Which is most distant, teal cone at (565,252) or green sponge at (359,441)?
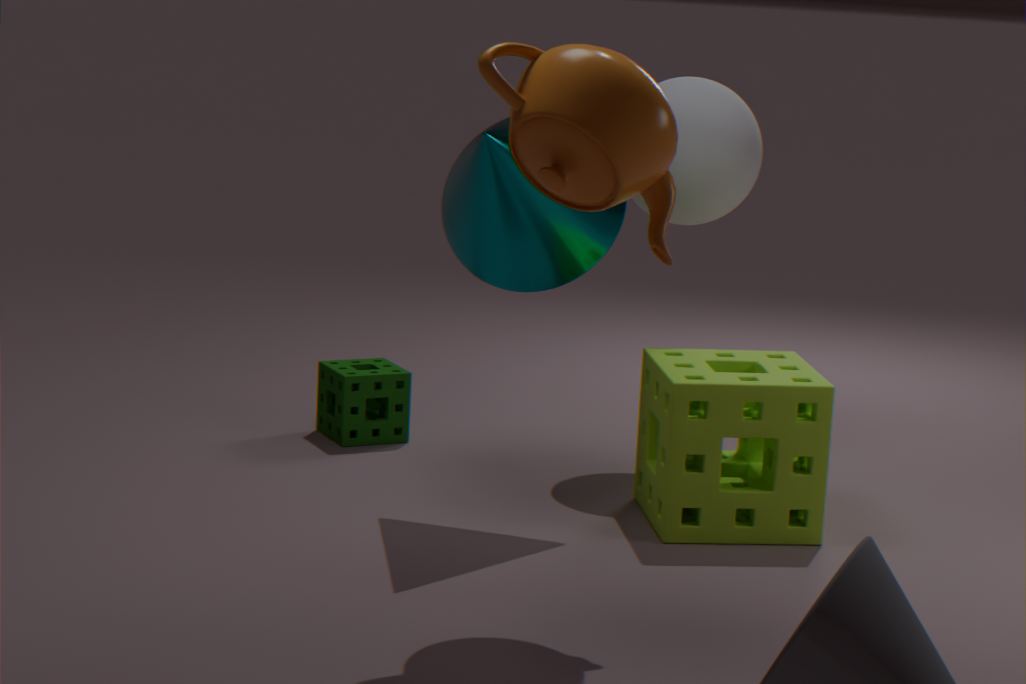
green sponge at (359,441)
